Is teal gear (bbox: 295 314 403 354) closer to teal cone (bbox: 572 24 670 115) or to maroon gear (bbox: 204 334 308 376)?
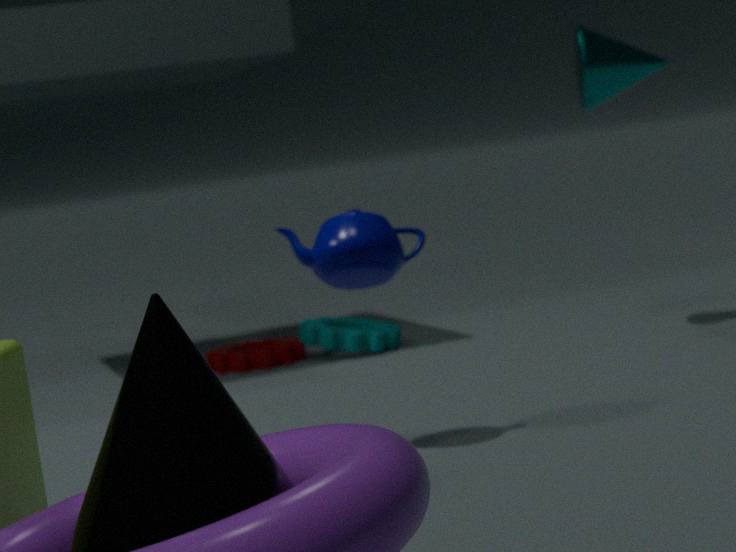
maroon gear (bbox: 204 334 308 376)
